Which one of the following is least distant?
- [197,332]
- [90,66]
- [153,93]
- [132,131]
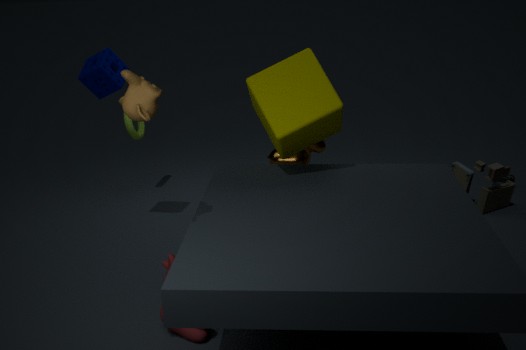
[153,93]
